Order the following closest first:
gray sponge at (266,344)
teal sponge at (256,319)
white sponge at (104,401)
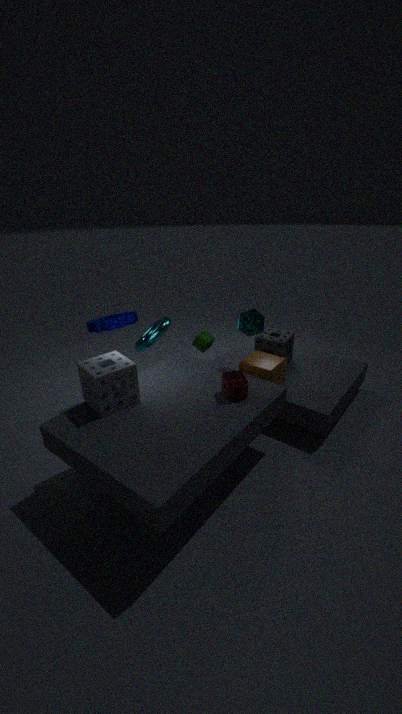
1. white sponge at (104,401)
2. teal sponge at (256,319)
3. gray sponge at (266,344)
